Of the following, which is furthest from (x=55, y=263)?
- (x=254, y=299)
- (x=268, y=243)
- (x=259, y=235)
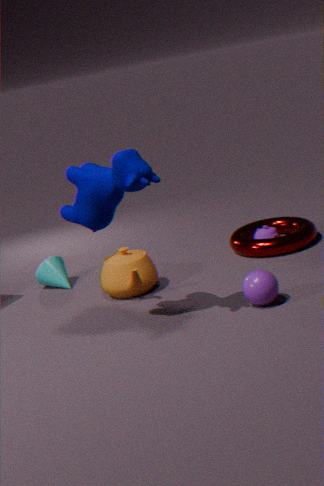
(x=254, y=299)
